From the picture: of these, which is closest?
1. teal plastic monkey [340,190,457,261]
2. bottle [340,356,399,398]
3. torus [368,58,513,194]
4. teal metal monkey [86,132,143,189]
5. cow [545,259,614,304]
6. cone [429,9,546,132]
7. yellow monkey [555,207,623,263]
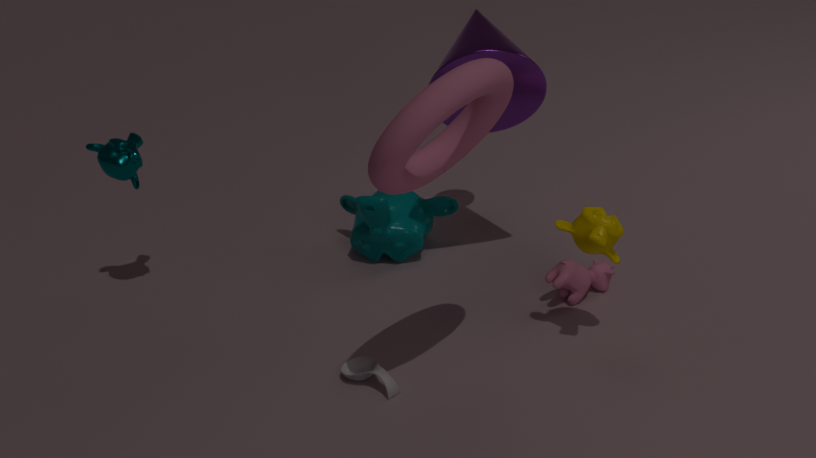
torus [368,58,513,194]
